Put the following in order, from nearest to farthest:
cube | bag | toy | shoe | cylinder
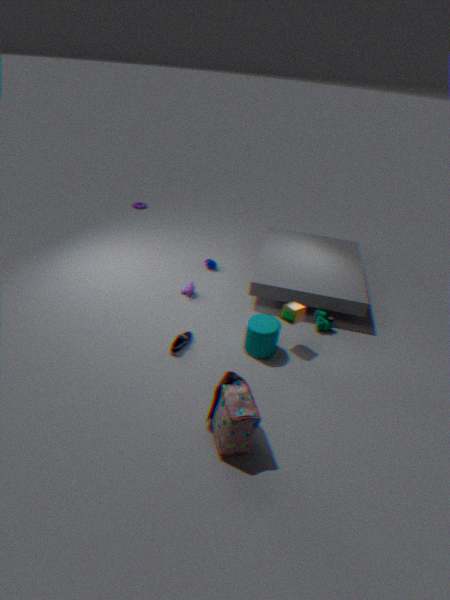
bag
cylinder
shoe
cube
toy
